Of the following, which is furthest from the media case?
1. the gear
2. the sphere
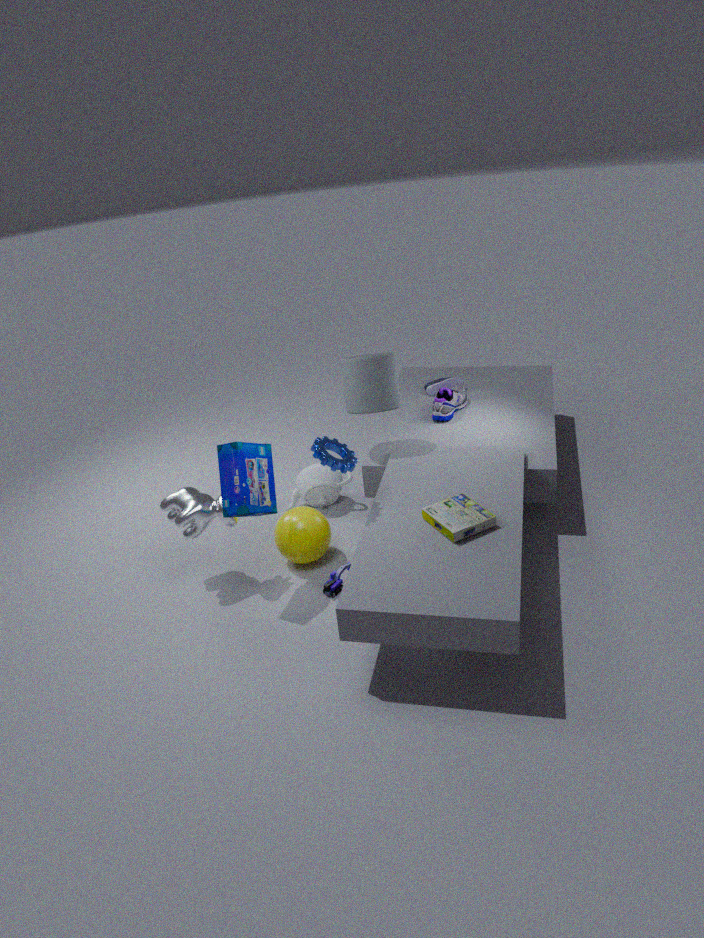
the sphere
